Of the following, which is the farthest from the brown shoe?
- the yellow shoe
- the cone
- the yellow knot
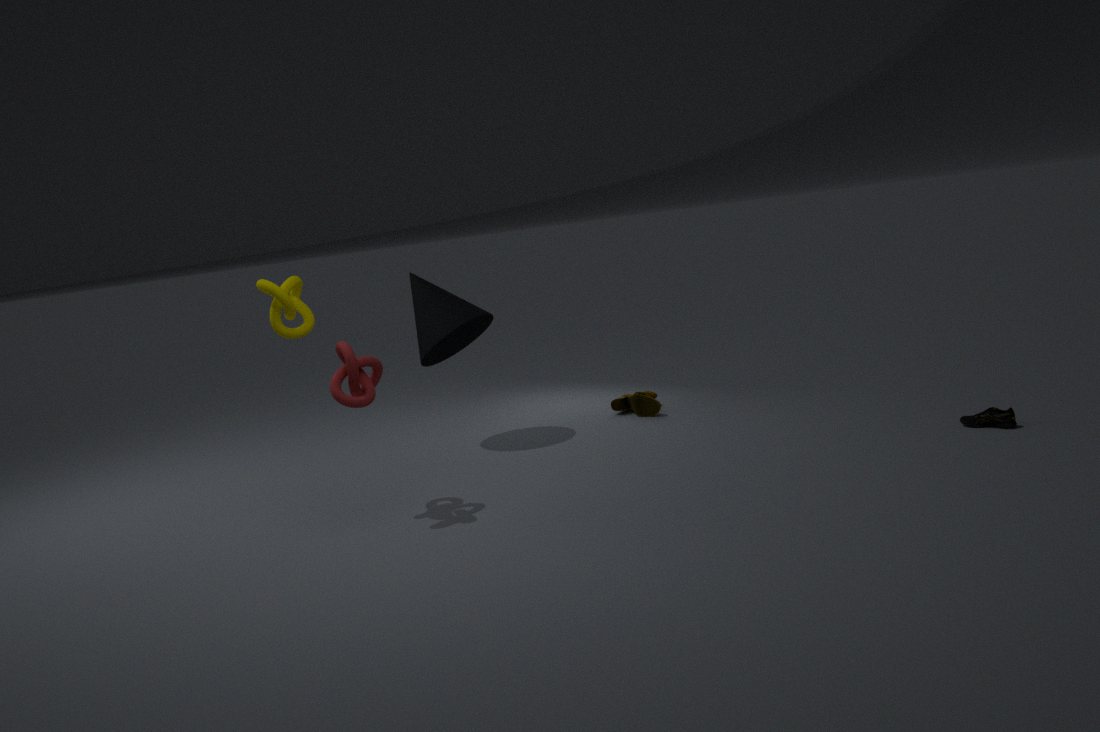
the yellow knot
